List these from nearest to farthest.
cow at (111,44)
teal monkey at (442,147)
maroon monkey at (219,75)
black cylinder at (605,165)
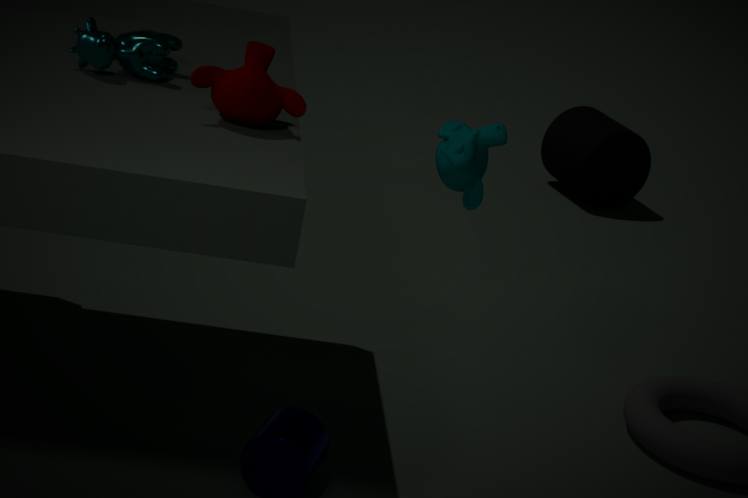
maroon monkey at (219,75)
cow at (111,44)
teal monkey at (442,147)
black cylinder at (605,165)
